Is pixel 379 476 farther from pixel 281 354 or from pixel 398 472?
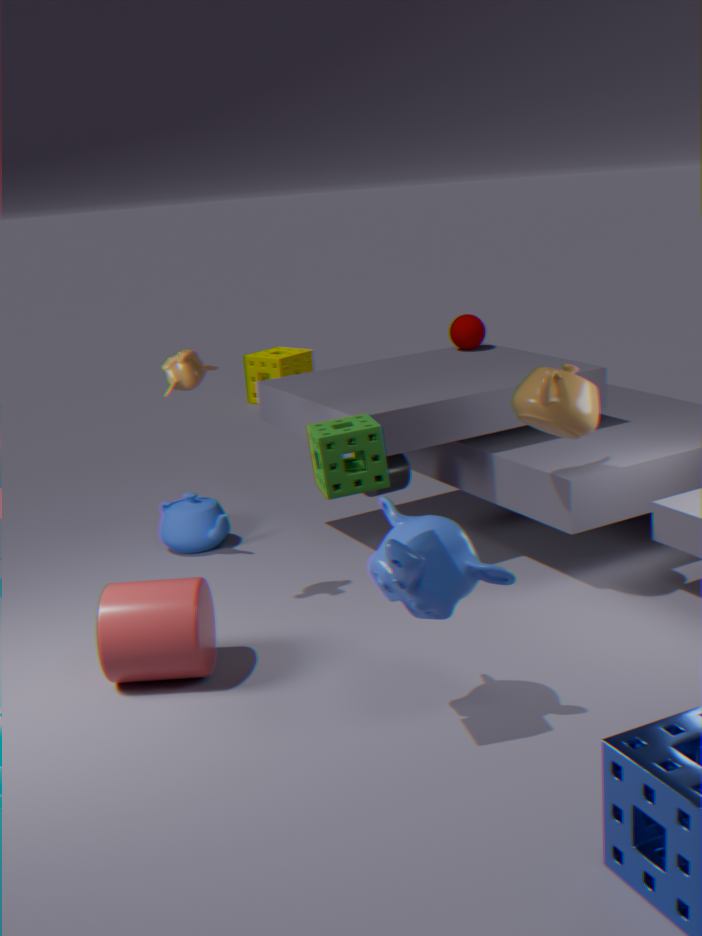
pixel 281 354
